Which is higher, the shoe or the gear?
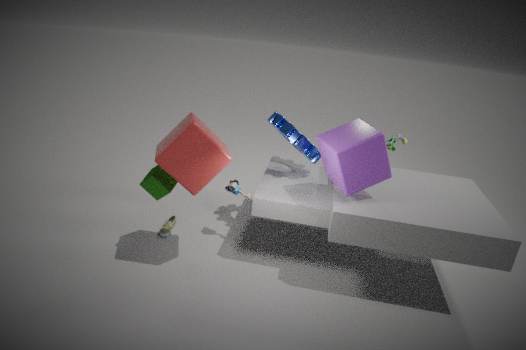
the gear
